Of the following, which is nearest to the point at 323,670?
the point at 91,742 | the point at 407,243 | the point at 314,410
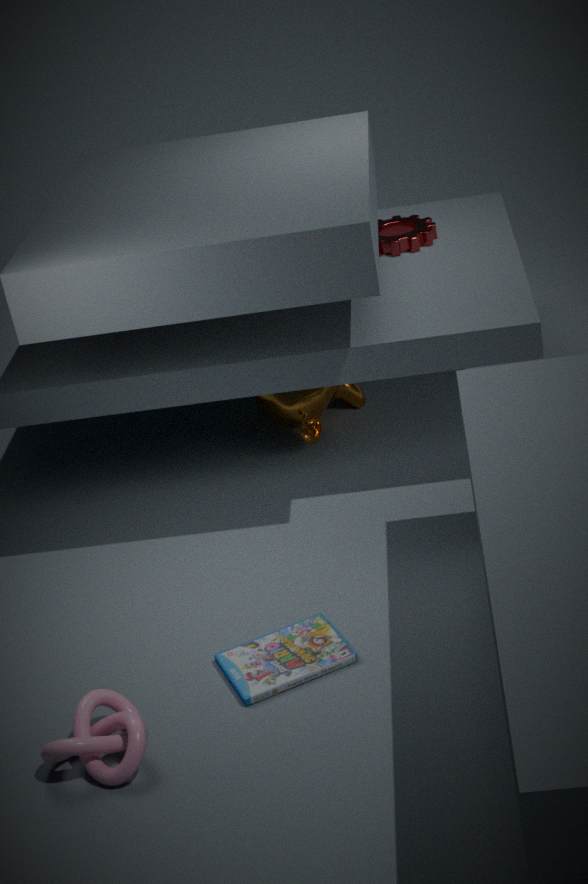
the point at 91,742
